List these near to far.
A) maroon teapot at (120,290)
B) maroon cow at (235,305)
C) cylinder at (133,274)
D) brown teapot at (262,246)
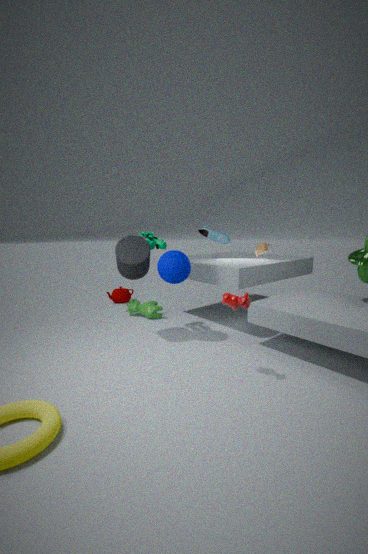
B. maroon cow at (235,305)
C. cylinder at (133,274)
D. brown teapot at (262,246)
A. maroon teapot at (120,290)
